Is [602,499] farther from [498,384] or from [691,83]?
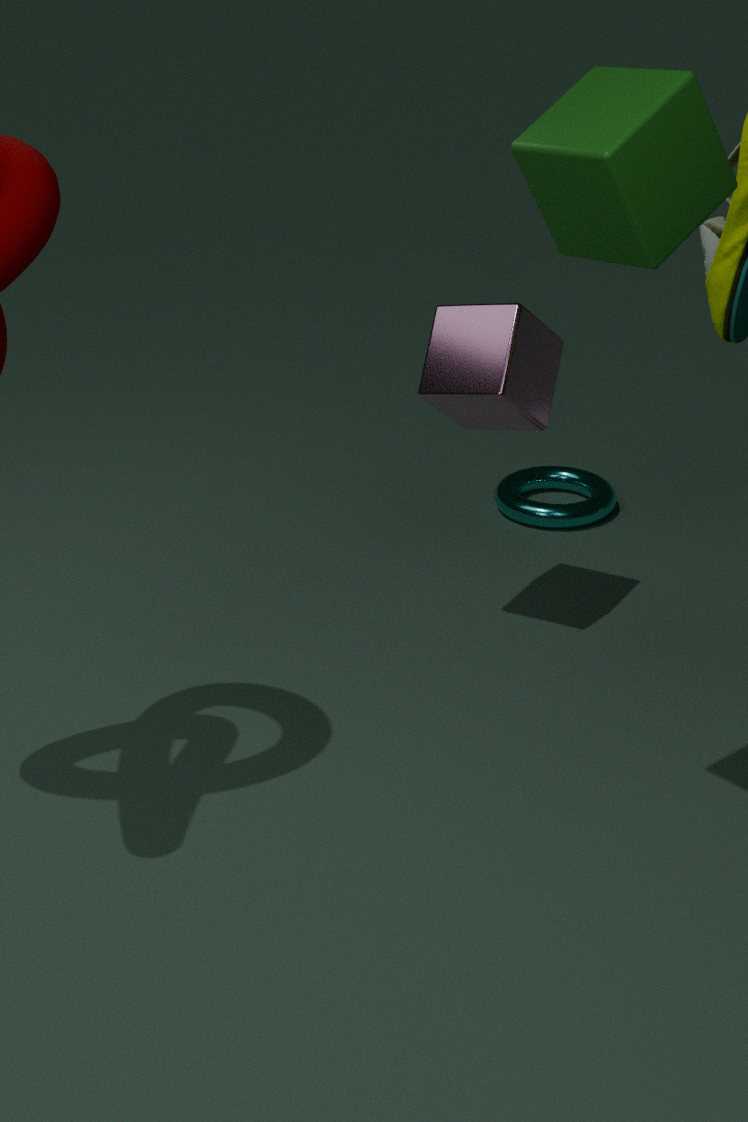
[691,83]
